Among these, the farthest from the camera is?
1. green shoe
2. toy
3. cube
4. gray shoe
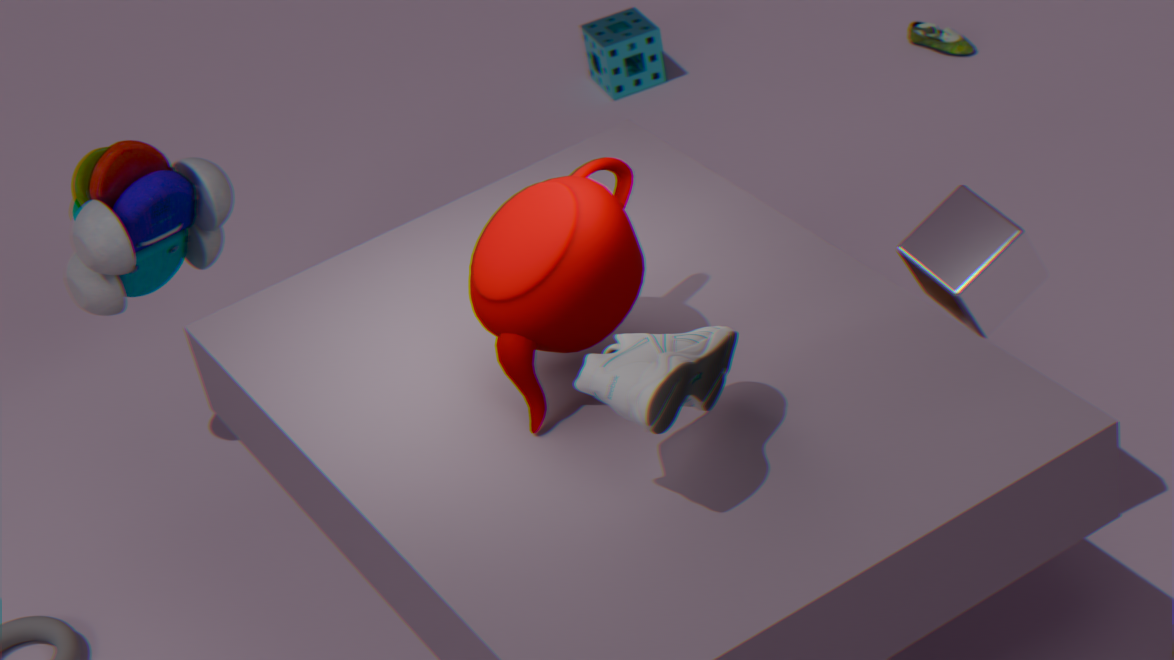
green shoe
